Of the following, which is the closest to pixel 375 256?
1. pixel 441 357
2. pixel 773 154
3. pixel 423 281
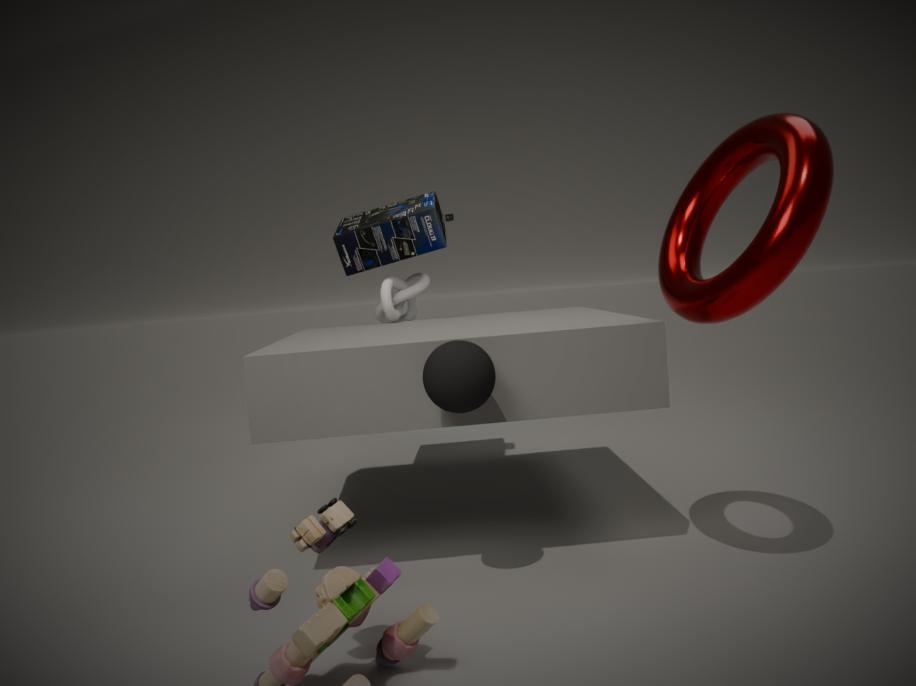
pixel 423 281
